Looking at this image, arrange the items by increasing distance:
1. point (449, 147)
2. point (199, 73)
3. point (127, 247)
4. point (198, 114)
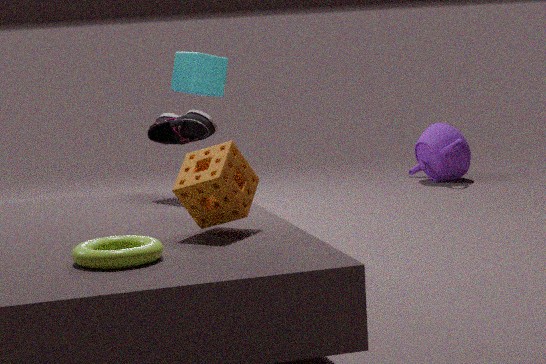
Result: point (127, 247) < point (198, 114) < point (199, 73) < point (449, 147)
